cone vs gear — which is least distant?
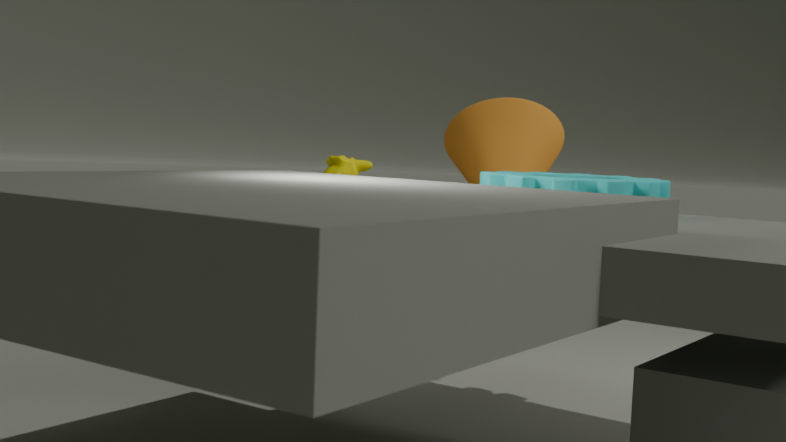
gear
